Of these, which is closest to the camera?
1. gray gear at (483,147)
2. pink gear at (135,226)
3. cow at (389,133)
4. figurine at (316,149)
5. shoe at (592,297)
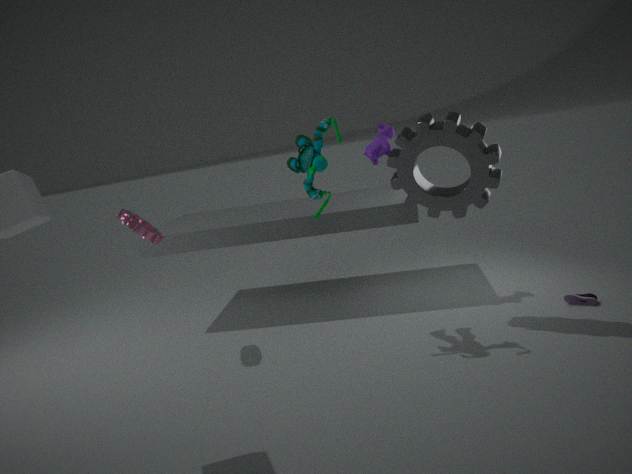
gray gear at (483,147)
